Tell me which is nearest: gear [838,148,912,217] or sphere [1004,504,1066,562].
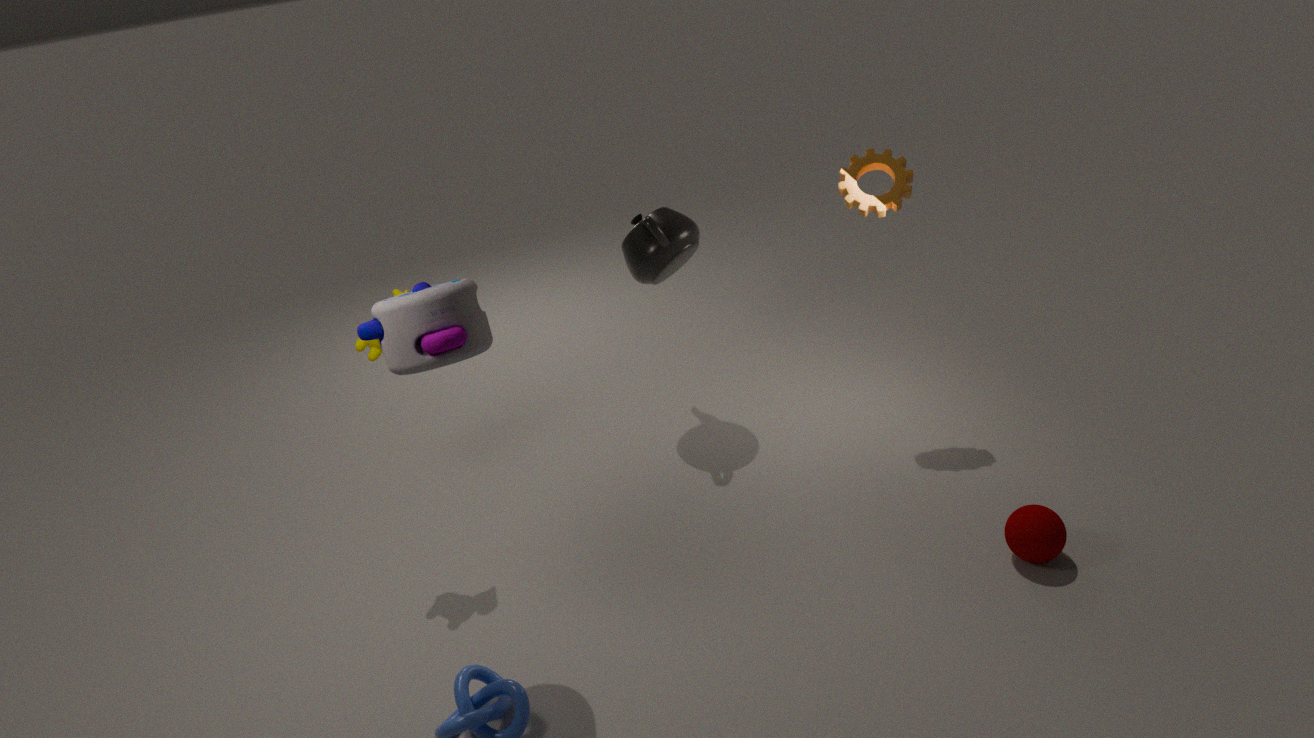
sphere [1004,504,1066,562]
